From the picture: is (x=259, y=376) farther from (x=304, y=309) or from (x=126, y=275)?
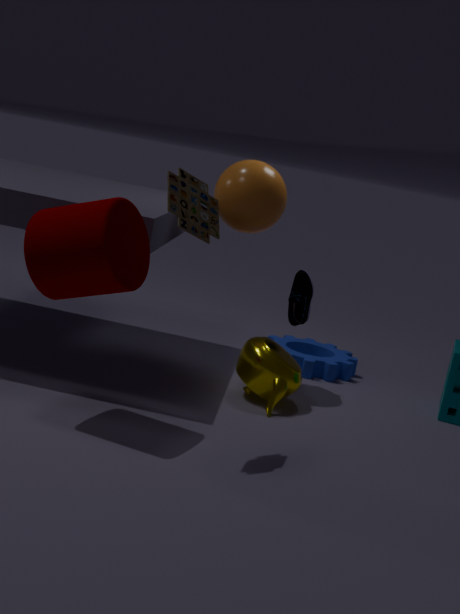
(x=126, y=275)
